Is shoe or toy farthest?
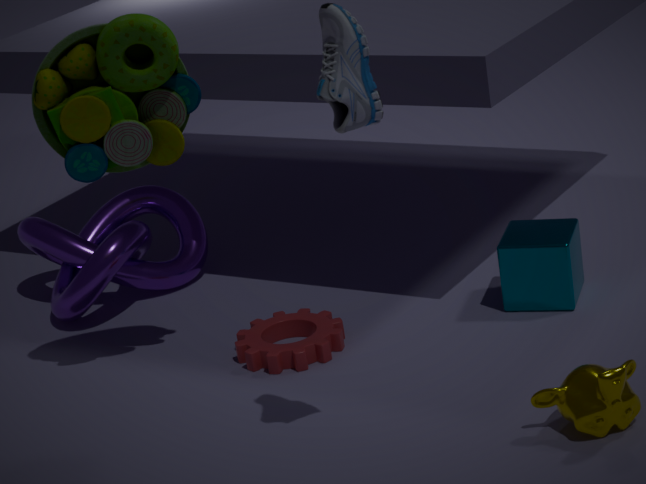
toy
